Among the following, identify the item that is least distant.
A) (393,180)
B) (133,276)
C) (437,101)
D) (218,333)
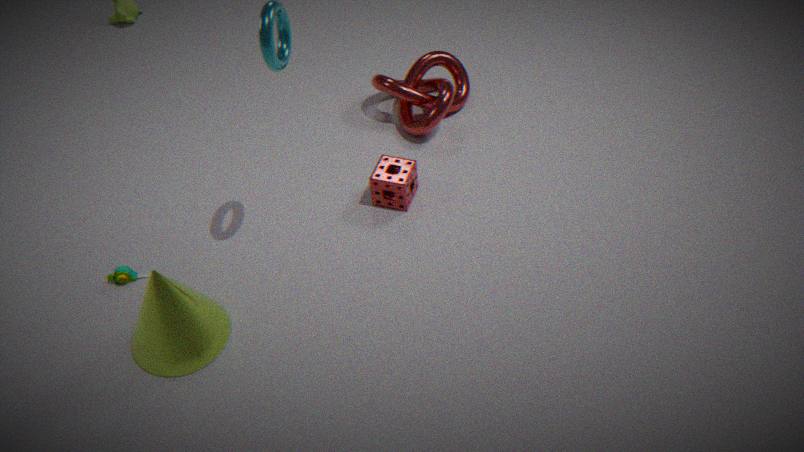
(218,333)
